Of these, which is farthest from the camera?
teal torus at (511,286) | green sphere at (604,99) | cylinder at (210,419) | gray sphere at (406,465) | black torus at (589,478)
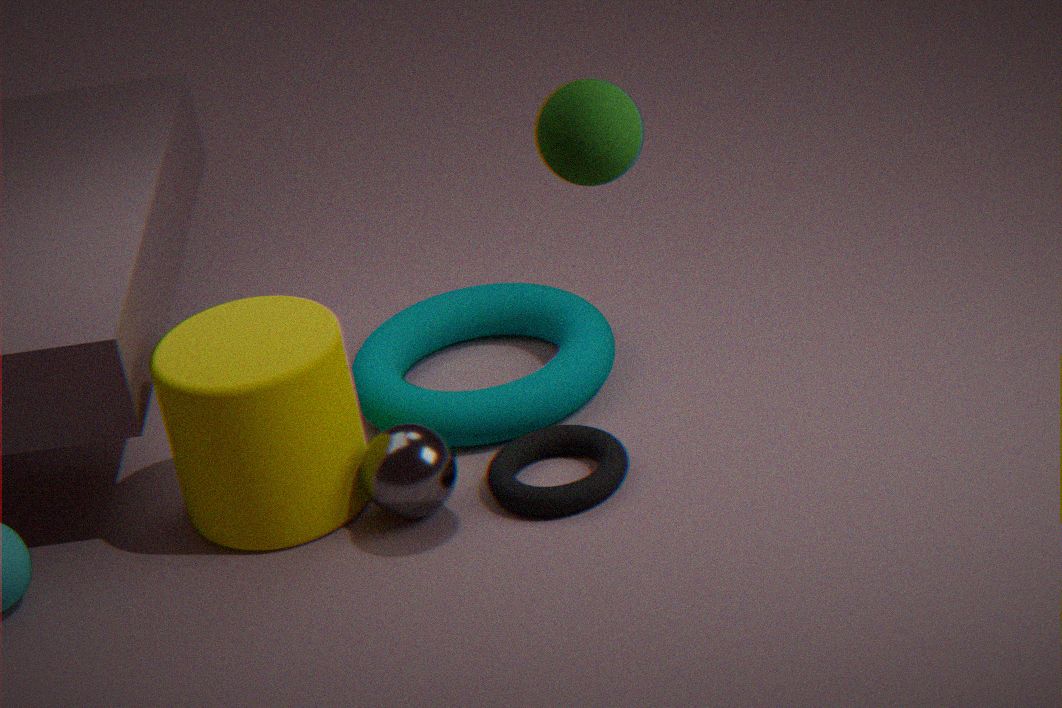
teal torus at (511,286)
